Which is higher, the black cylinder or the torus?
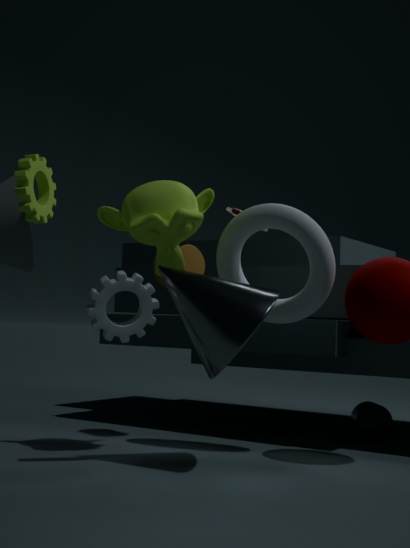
the torus
